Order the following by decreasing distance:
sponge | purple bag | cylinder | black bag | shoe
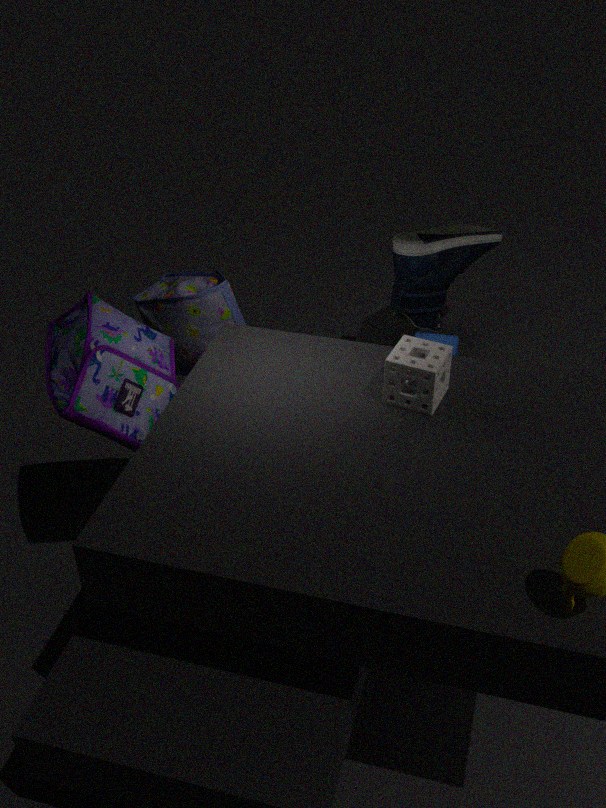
1. black bag
2. cylinder
3. shoe
4. purple bag
5. sponge
